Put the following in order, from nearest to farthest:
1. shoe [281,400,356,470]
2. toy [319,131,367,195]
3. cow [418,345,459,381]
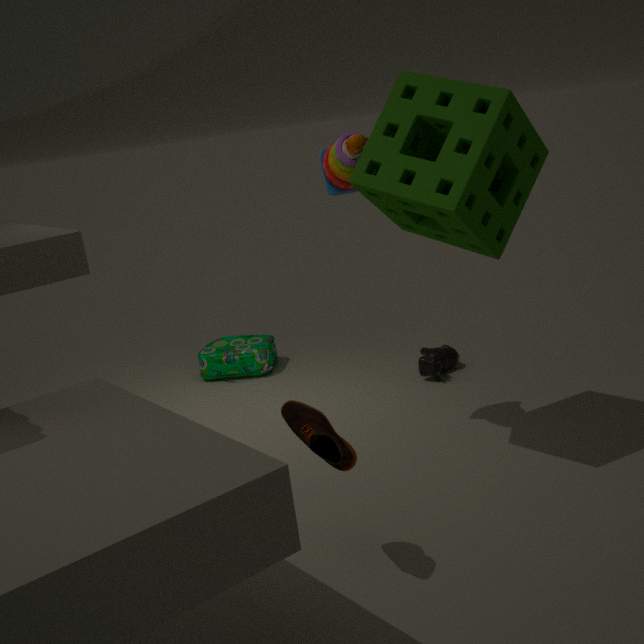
1. shoe [281,400,356,470]
2. toy [319,131,367,195]
3. cow [418,345,459,381]
